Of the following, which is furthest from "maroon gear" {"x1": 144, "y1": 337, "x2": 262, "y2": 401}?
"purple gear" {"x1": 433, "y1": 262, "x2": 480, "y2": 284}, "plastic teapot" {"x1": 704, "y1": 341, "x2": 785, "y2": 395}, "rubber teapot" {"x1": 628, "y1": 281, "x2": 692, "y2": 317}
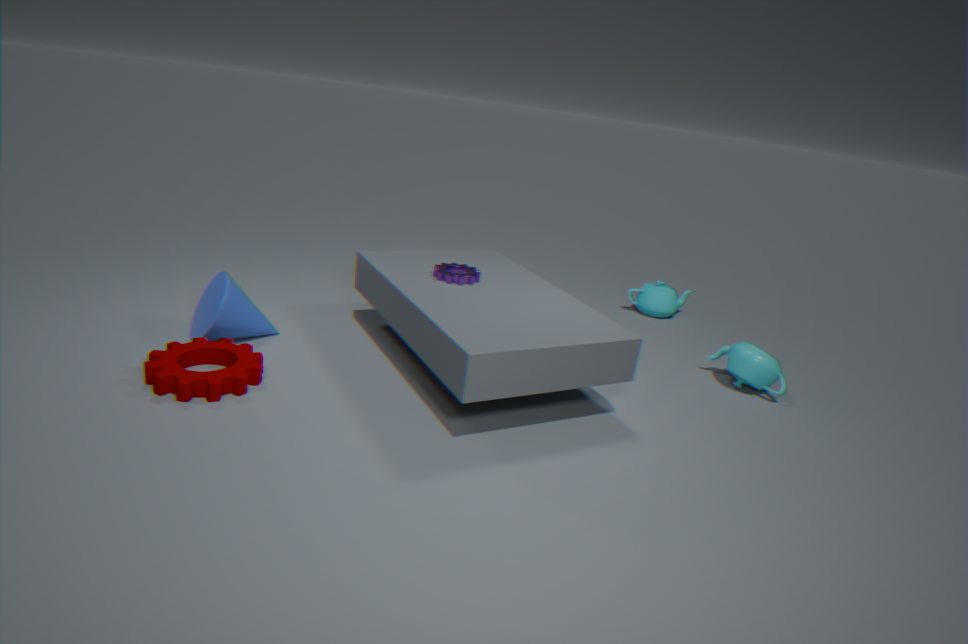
"rubber teapot" {"x1": 628, "y1": 281, "x2": 692, "y2": 317}
